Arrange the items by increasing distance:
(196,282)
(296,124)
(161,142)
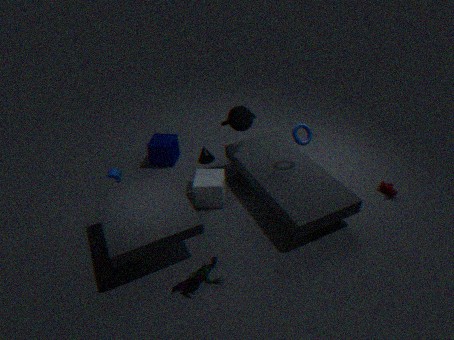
(196,282) → (296,124) → (161,142)
